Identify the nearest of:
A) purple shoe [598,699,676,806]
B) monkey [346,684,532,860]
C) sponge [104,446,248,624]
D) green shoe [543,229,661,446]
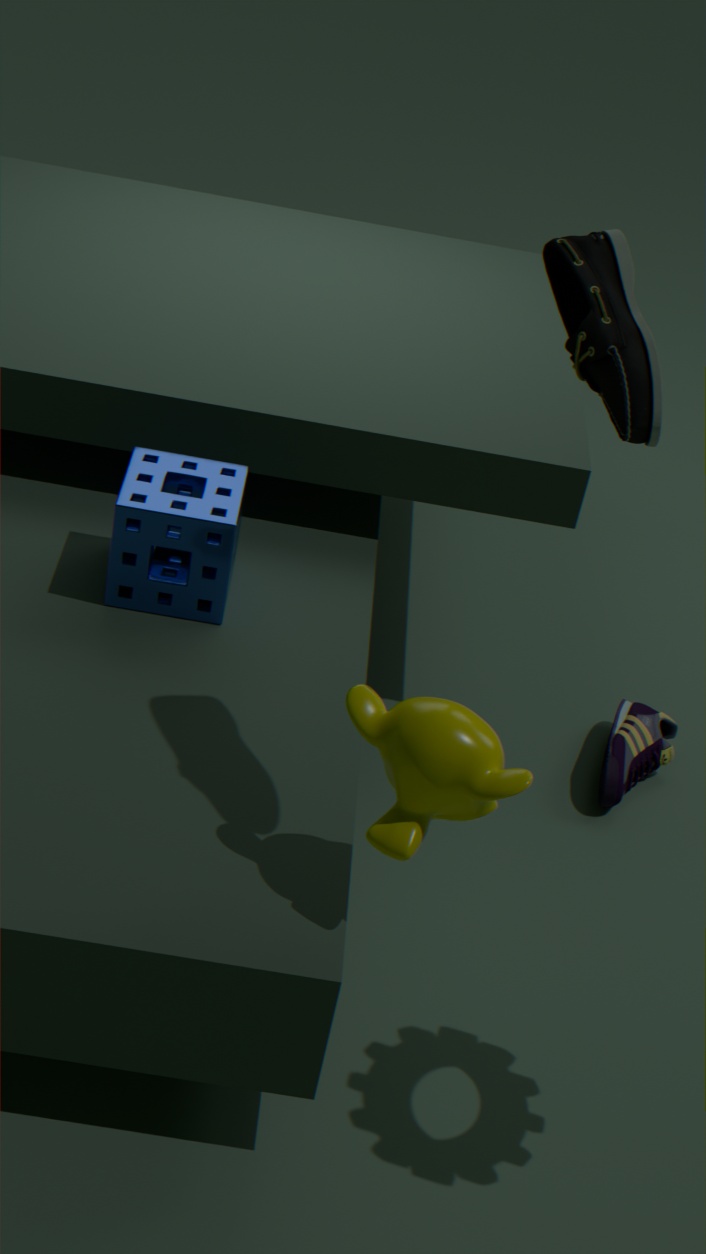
green shoe [543,229,661,446]
